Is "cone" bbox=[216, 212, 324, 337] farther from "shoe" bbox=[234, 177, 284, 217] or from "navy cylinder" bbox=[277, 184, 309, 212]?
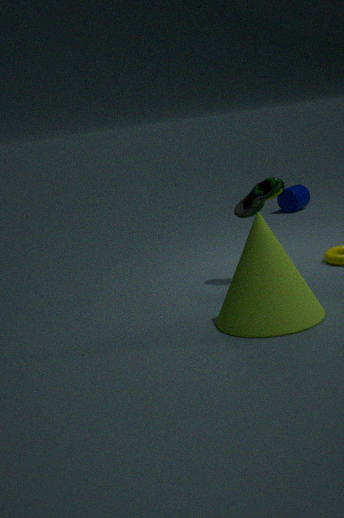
"navy cylinder" bbox=[277, 184, 309, 212]
